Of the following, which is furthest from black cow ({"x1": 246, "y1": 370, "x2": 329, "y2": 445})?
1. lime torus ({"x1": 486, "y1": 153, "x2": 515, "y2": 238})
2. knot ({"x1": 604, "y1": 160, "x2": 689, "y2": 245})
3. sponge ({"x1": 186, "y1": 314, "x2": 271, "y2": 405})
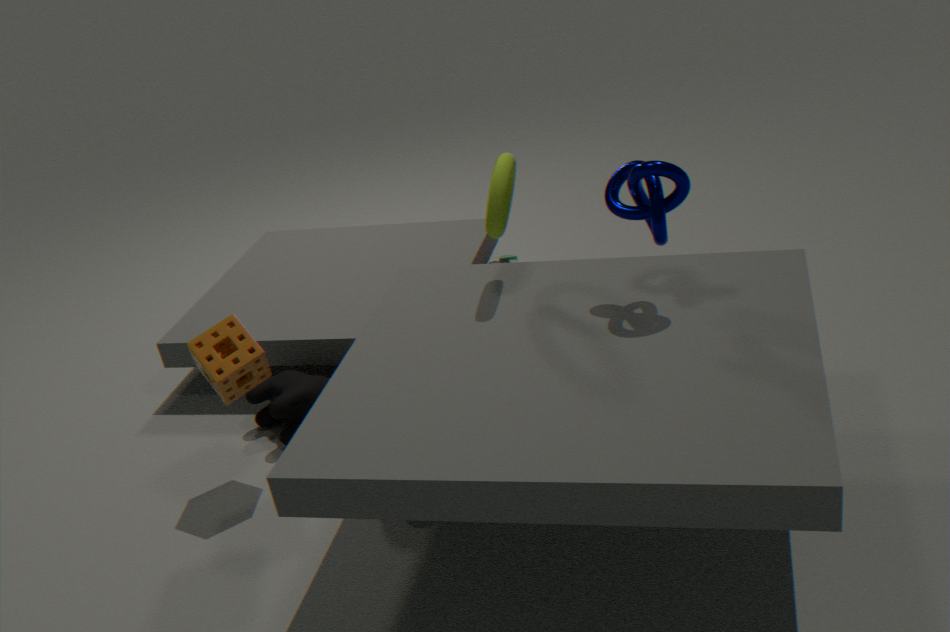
knot ({"x1": 604, "y1": 160, "x2": 689, "y2": 245})
